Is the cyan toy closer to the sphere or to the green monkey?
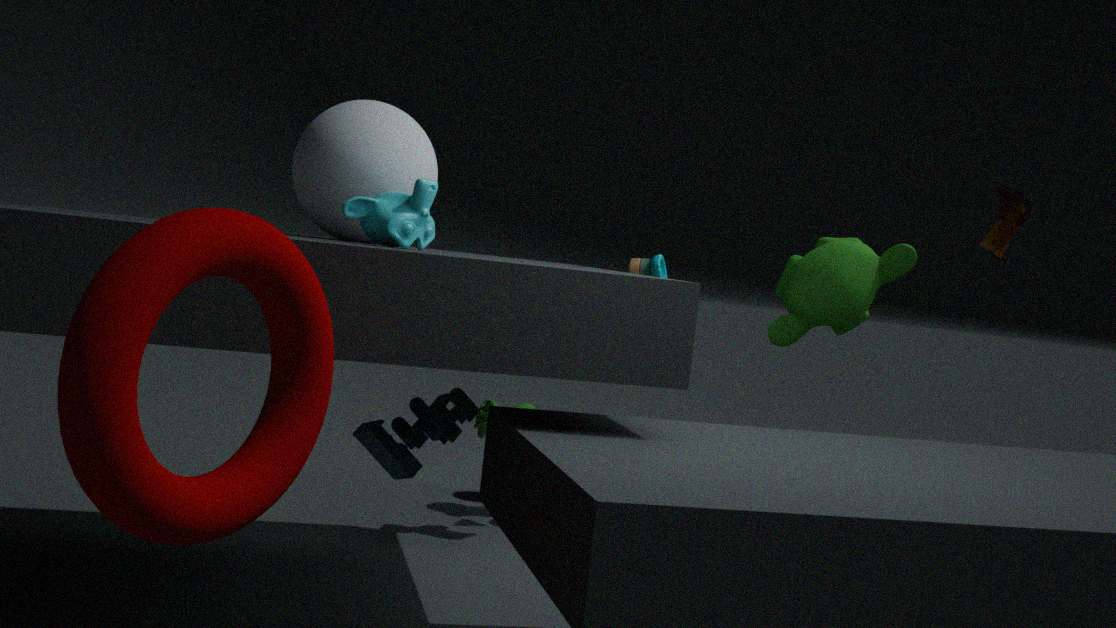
the sphere
